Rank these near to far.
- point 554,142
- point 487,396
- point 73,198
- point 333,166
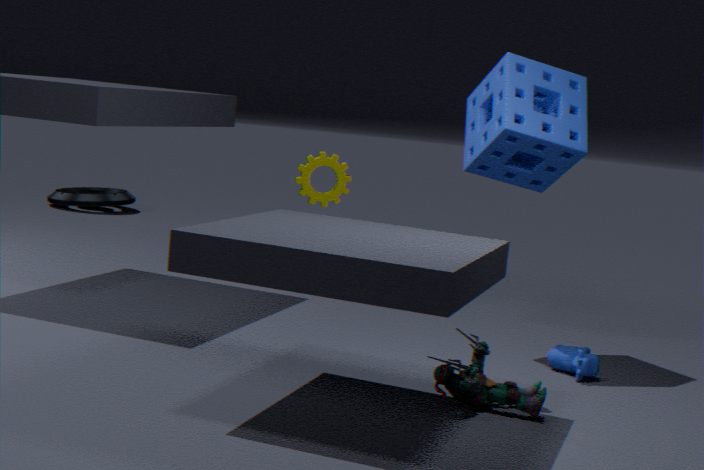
point 487,396
point 554,142
point 333,166
point 73,198
